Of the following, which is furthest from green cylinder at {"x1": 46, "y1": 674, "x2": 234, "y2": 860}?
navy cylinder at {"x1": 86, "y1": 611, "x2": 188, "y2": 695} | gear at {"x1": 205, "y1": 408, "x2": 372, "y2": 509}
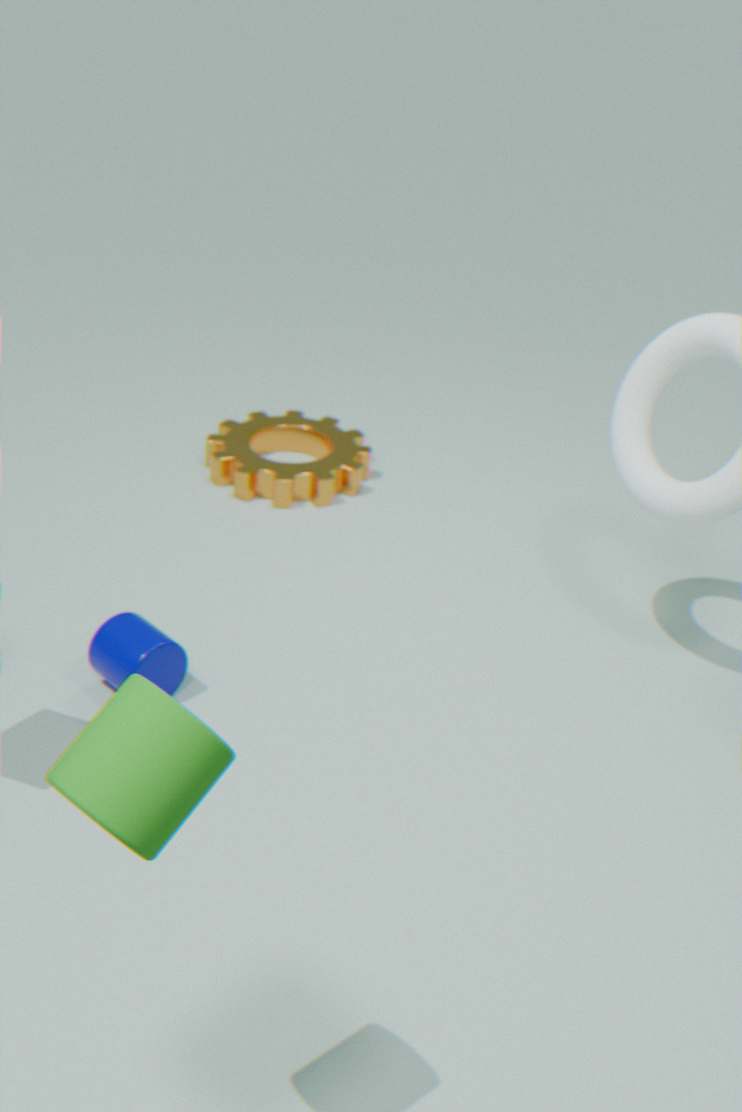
gear at {"x1": 205, "y1": 408, "x2": 372, "y2": 509}
